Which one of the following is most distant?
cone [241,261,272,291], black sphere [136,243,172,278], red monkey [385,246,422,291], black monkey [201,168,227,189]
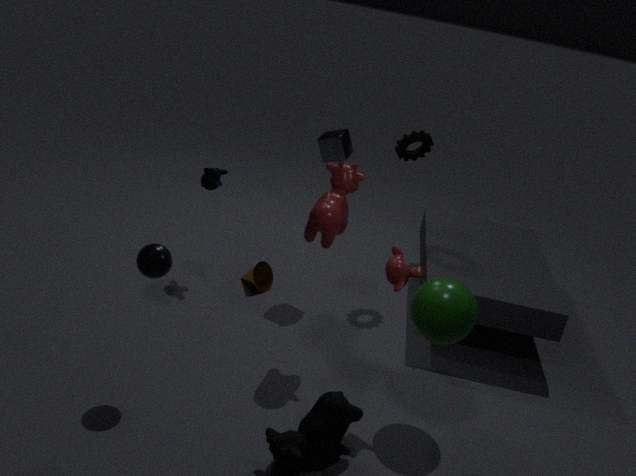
cone [241,261,272,291]
